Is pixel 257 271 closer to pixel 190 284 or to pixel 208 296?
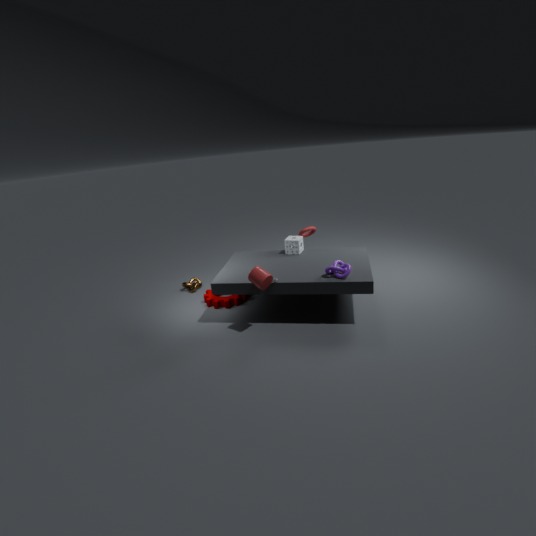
pixel 208 296
